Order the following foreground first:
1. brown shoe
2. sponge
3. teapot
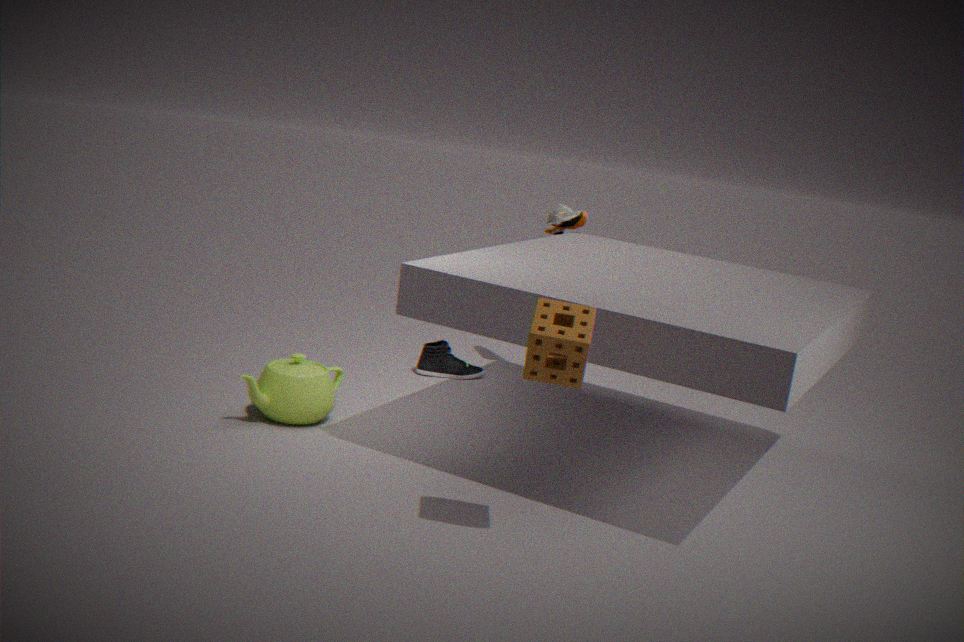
sponge
teapot
brown shoe
